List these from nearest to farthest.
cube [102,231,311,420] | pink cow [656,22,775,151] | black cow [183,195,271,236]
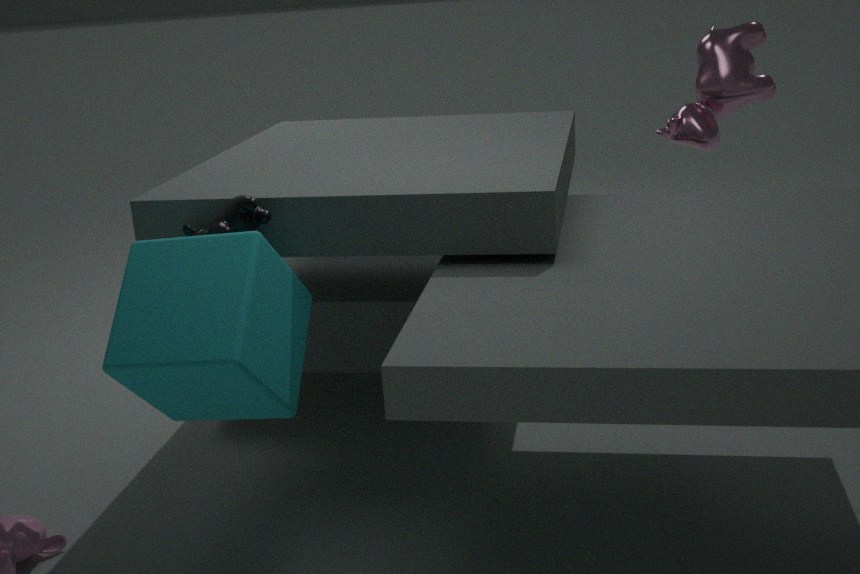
cube [102,231,311,420] < black cow [183,195,271,236] < pink cow [656,22,775,151]
